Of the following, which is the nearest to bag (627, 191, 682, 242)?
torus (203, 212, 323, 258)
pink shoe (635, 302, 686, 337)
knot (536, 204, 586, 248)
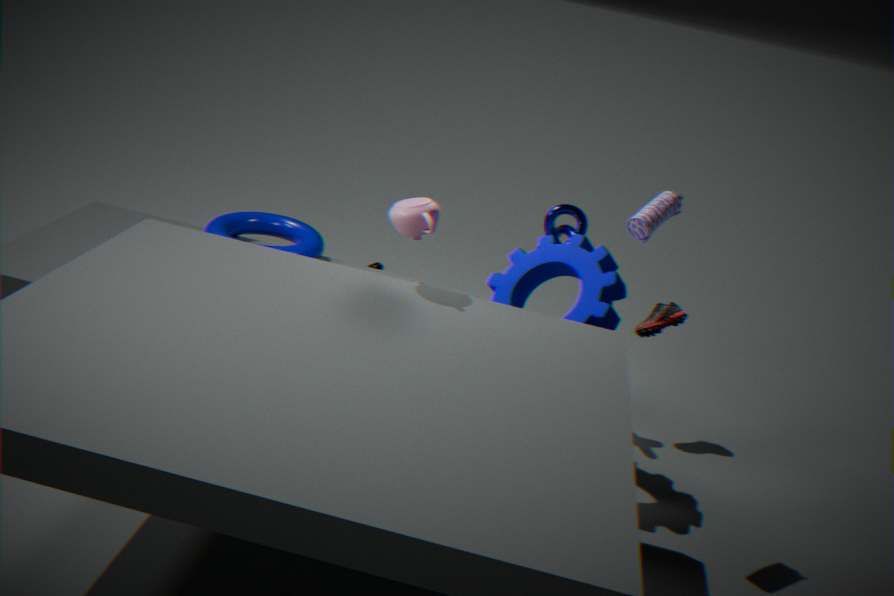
knot (536, 204, 586, 248)
